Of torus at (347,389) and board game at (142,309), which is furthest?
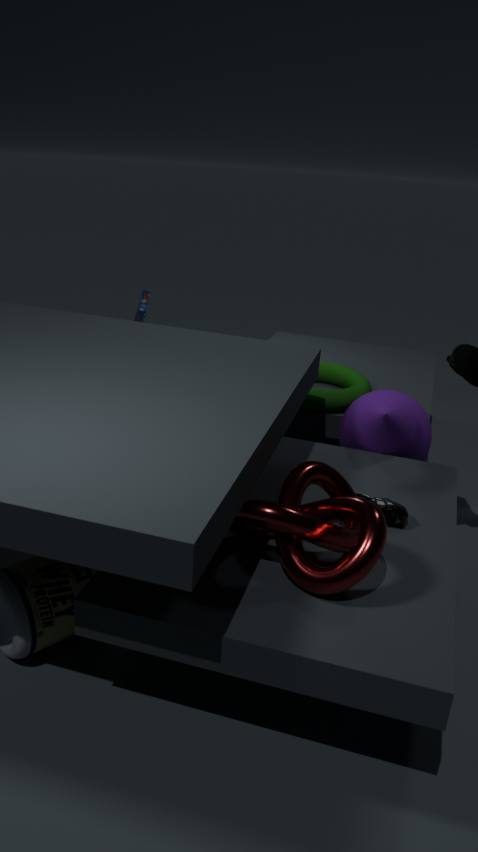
board game at (142,309)
